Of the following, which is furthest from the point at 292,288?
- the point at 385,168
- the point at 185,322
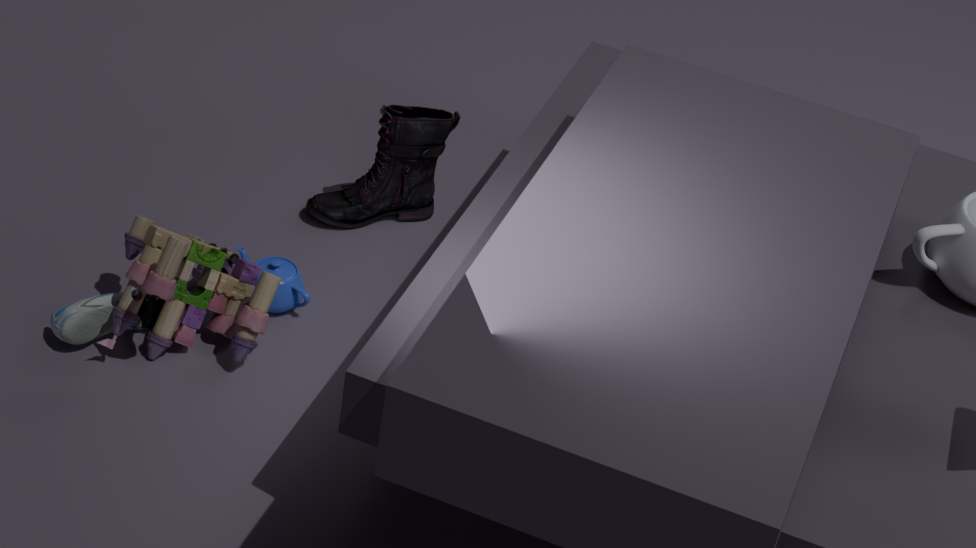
the point at 385,168
